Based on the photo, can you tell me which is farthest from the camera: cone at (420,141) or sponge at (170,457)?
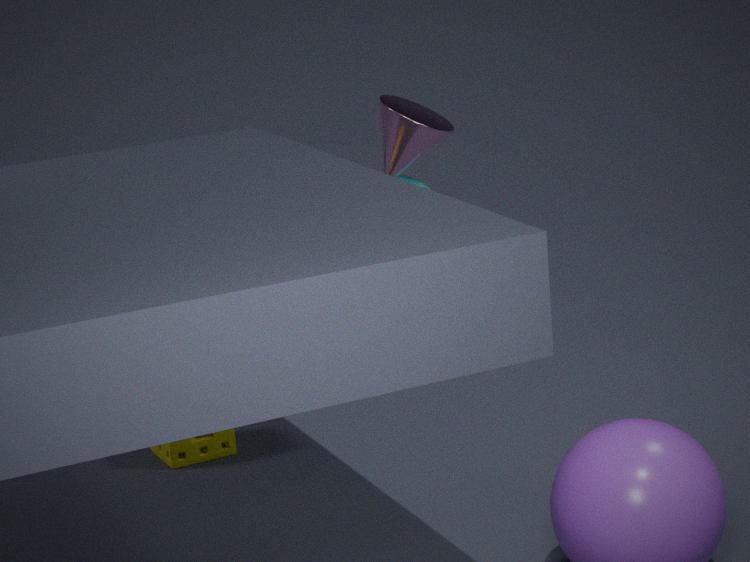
cone at (420,141)
